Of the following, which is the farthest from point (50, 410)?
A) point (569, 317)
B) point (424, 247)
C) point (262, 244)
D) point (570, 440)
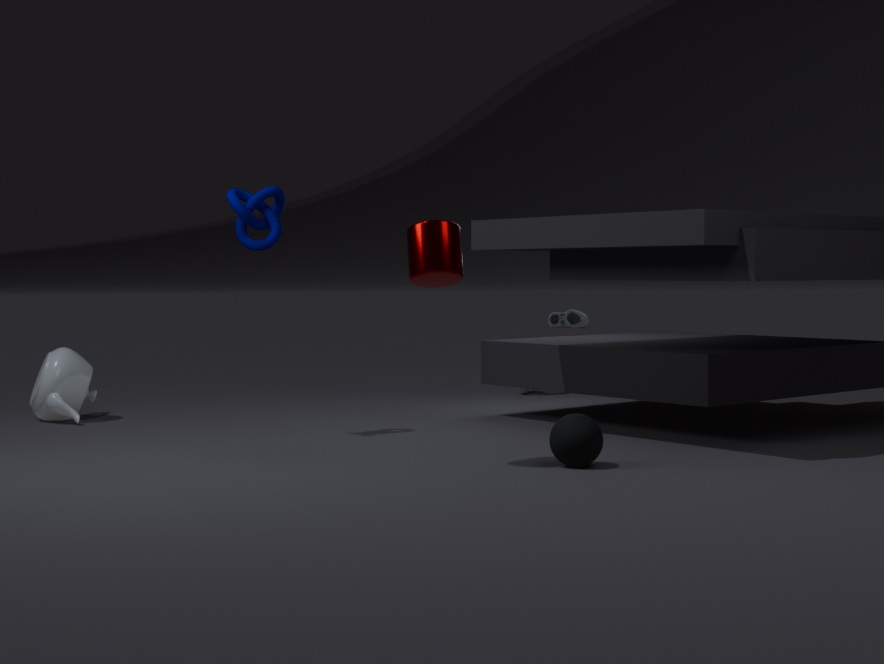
point (569, 317)
